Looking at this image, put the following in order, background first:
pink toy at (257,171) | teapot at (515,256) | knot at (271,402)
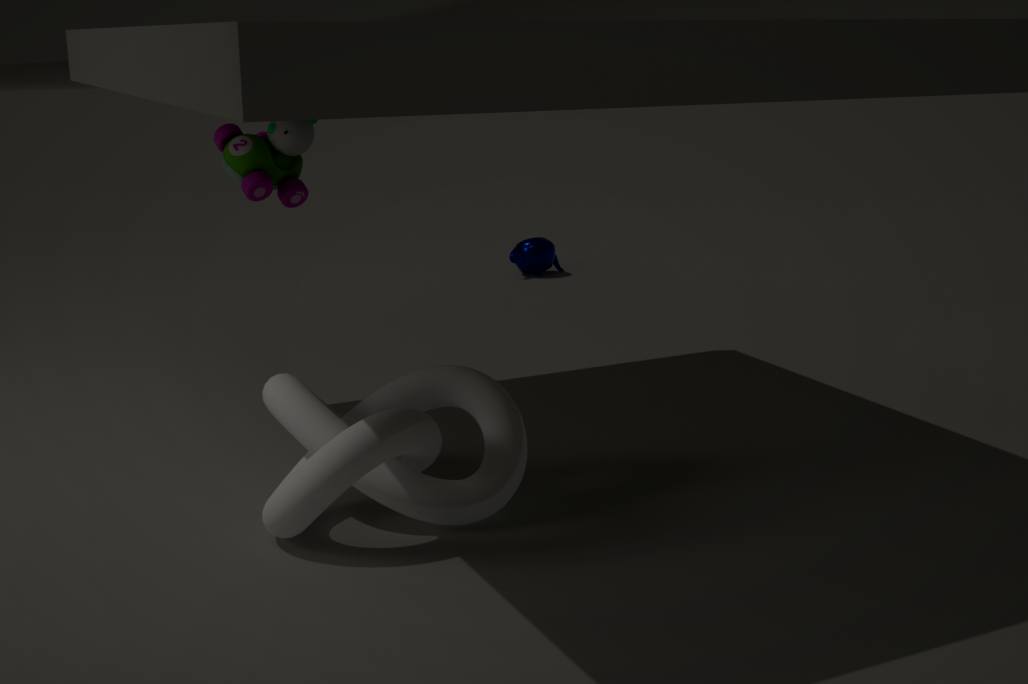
teapot at (515,256)
pink toy at (257,171)
knot at (271,402)
